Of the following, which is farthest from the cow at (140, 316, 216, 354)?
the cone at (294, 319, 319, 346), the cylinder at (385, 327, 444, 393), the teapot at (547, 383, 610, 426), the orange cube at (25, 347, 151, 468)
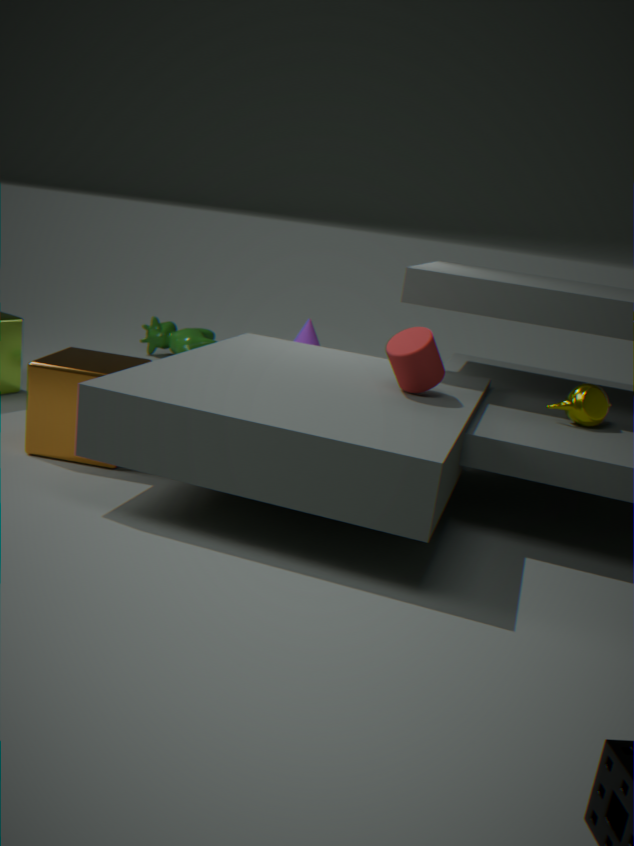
the teapot at (547, 383, 610, 426)
